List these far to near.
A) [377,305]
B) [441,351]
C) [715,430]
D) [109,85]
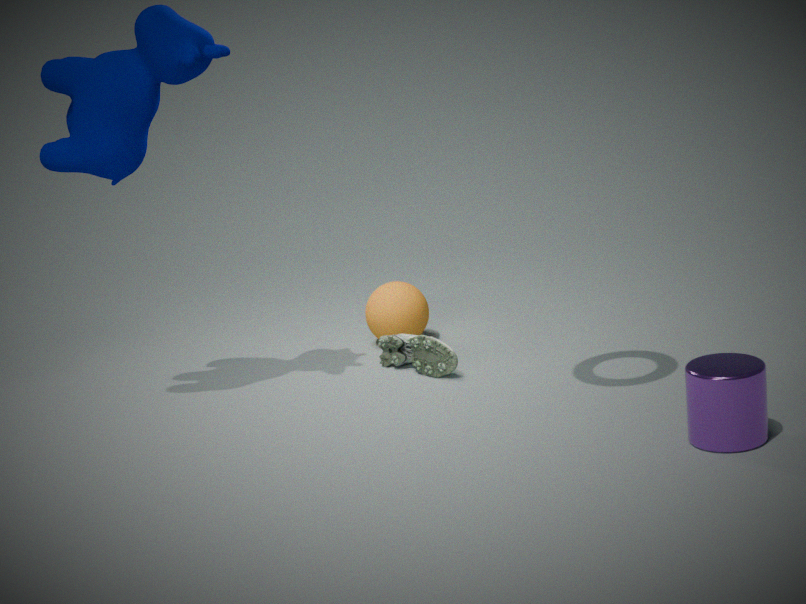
[377,305] < [441,351] < [109,85] < [715,430]
